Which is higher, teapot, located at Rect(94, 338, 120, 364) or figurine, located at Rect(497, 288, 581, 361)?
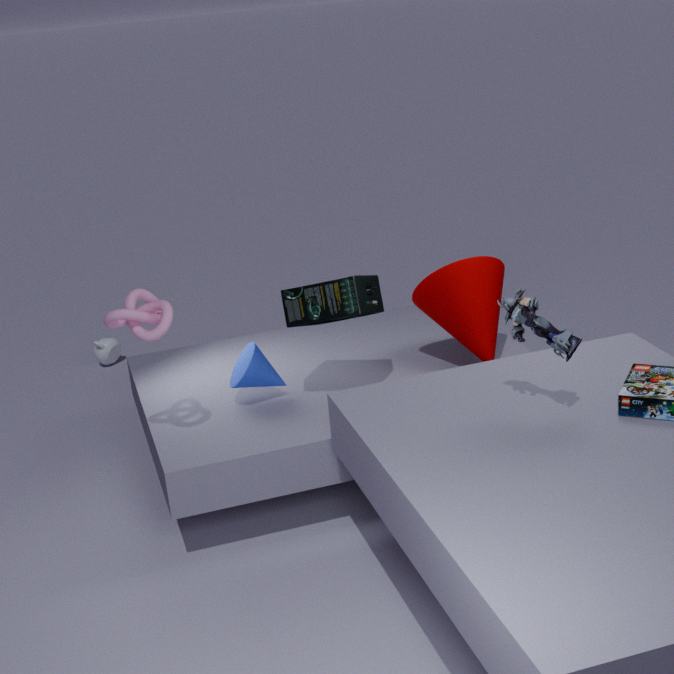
figurine, located at Rect(497, 288, 581, 361)
